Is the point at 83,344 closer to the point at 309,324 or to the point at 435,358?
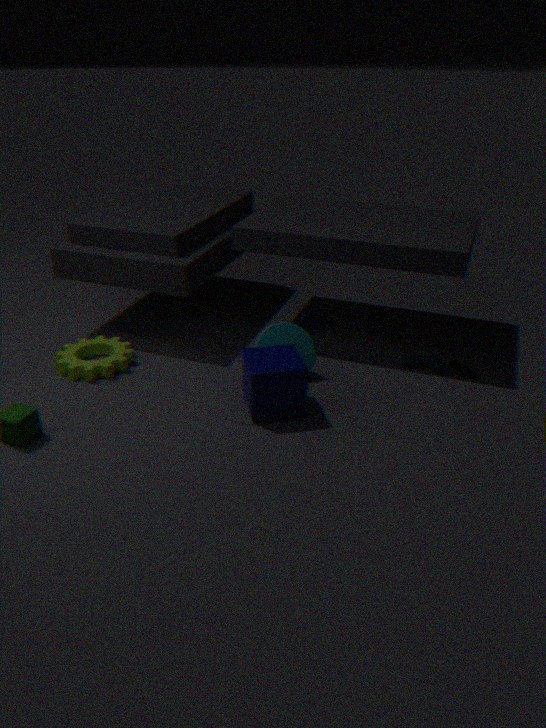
the point at 309,324
